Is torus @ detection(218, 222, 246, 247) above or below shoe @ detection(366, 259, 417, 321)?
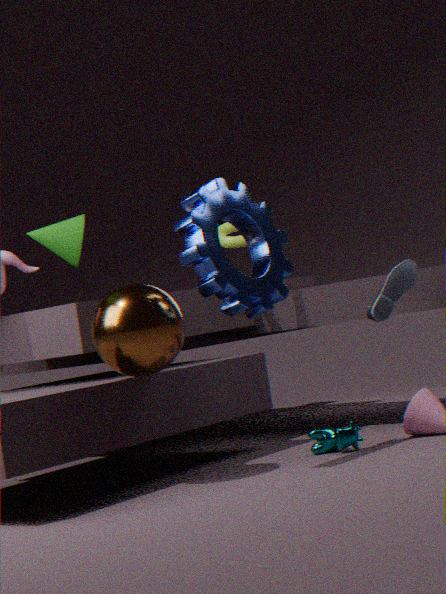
above
